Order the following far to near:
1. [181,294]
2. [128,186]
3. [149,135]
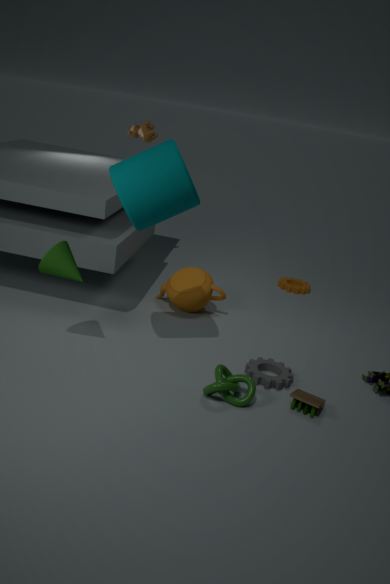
[149,135]
[181,294]
[128,186]
